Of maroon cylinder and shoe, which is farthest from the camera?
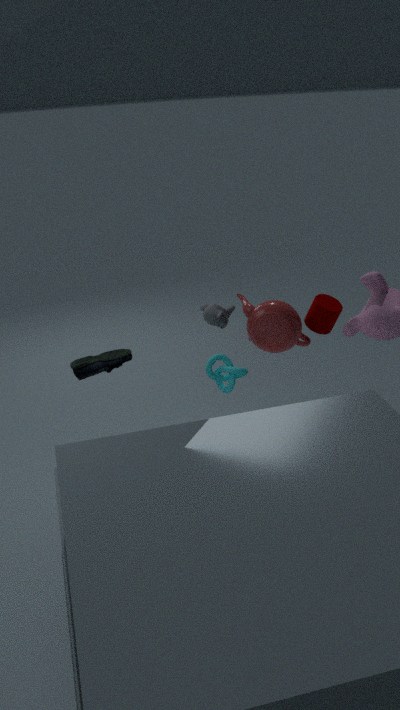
maroon cylinder
